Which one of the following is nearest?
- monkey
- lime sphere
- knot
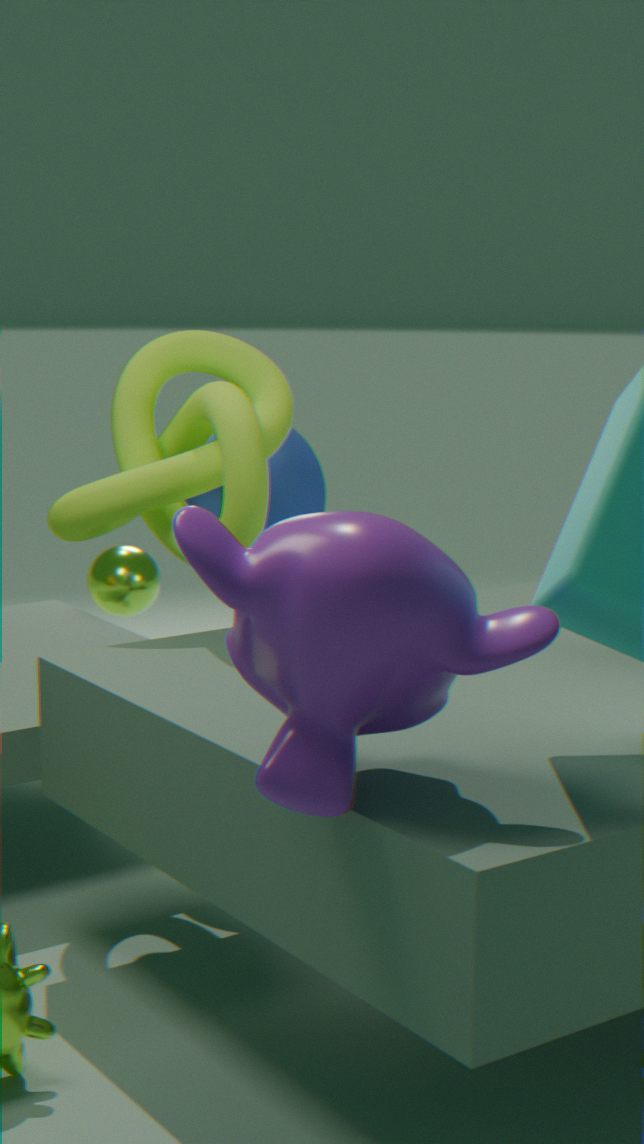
monkey
